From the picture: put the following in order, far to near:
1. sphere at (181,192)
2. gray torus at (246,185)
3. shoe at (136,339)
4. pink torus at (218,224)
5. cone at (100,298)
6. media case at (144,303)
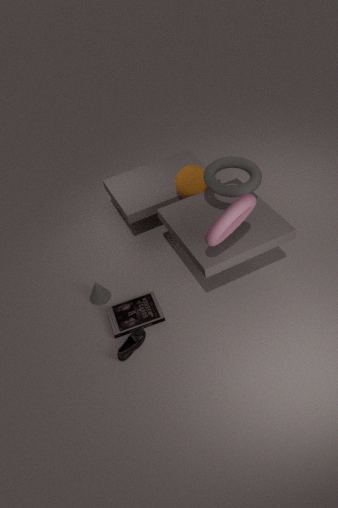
sphere at (181,192) → cone at (100,298) → media case at (144,303) → gray torus at (246,185) → shoe at (136,339) → pink torus at (218,224)
